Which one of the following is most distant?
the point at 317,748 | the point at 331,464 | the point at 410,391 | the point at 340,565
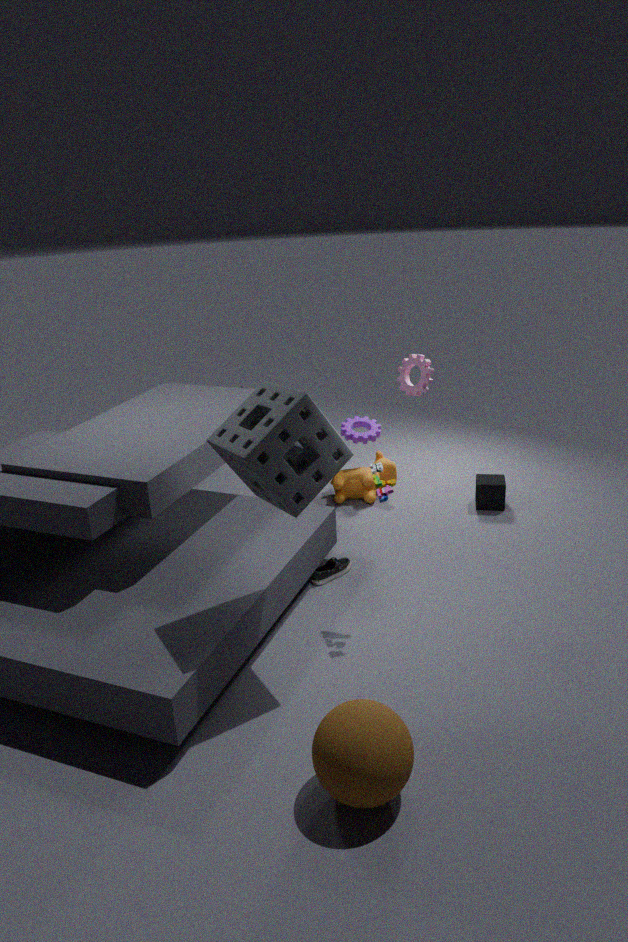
the point at 410,391
